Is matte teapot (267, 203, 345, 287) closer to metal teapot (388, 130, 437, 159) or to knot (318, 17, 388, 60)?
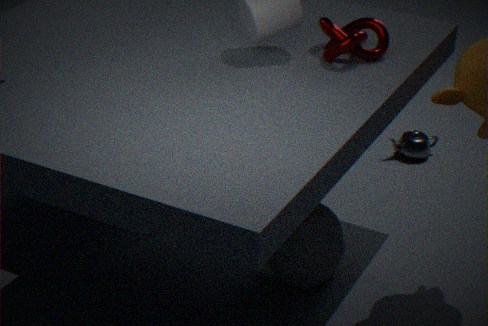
knot (318, 17, 388, 60)
